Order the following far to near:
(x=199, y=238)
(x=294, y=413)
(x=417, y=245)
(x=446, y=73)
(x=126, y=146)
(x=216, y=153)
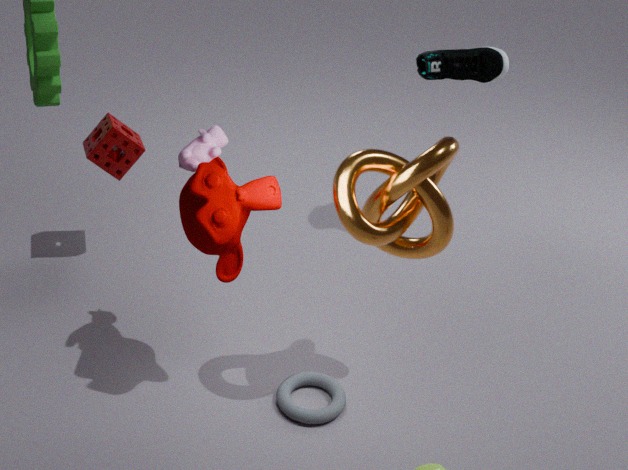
(x=446, y=73) < (x=126, y=146) < (x=417, y=245) < (x=294, y=413) < (x=216, y=153) < (x=199, y=238)
